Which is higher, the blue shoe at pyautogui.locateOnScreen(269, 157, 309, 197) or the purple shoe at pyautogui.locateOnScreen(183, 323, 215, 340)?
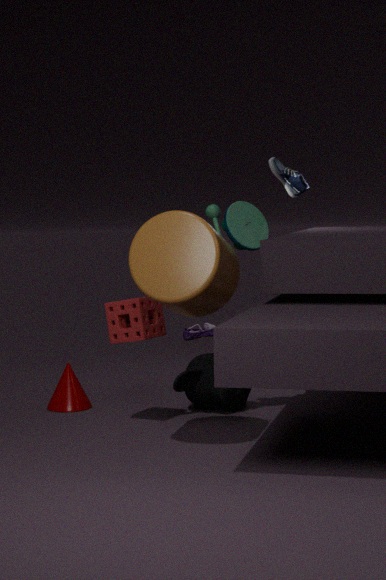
the blue shoe at pyautogui.locateOnScreen(269, 157, 309, 197)
